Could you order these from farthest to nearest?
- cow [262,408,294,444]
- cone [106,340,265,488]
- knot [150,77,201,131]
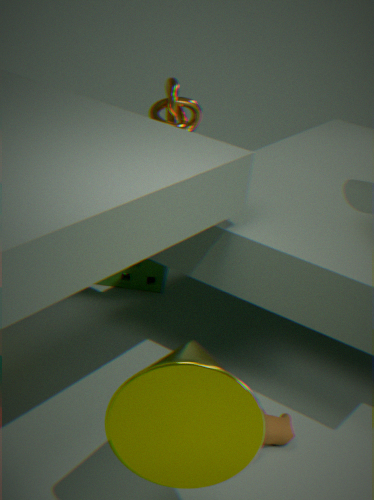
knot [150,77,201,131] < cow [262,408,294,444] < cone [106,340,265,488]
